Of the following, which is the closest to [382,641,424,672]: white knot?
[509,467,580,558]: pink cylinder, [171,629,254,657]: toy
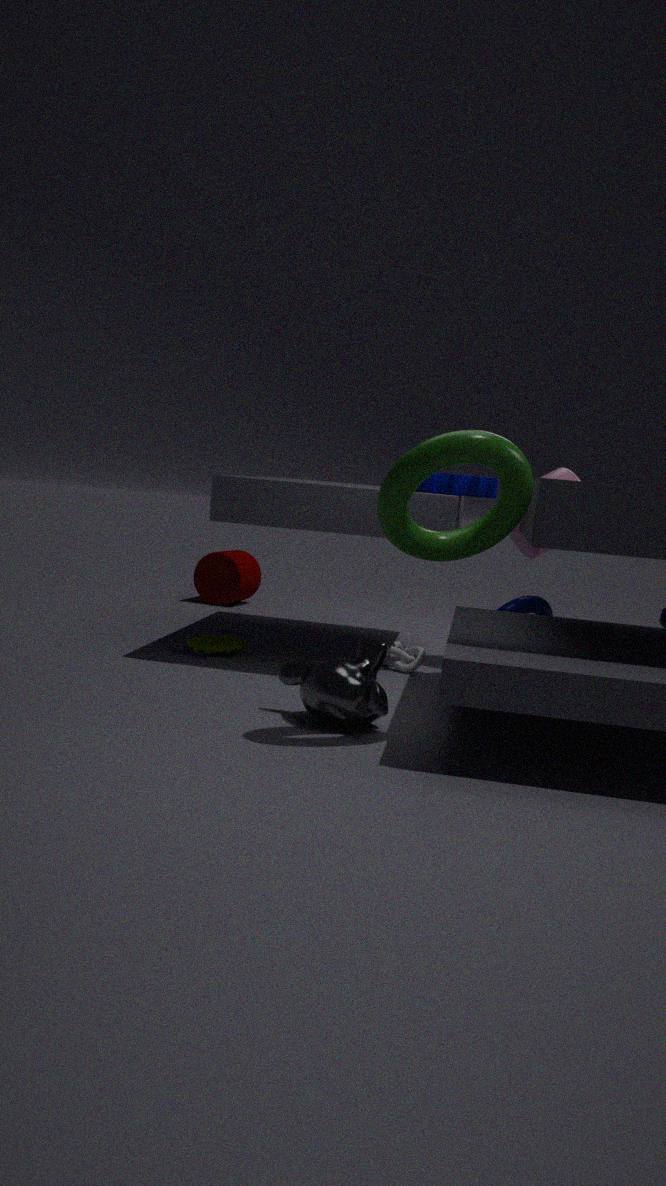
[171,629,254,657]: toy
